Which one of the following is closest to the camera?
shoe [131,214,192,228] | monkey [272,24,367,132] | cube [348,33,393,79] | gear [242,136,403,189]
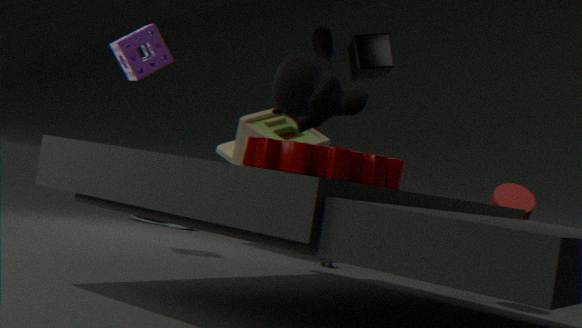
gear [242,136,403,189]
